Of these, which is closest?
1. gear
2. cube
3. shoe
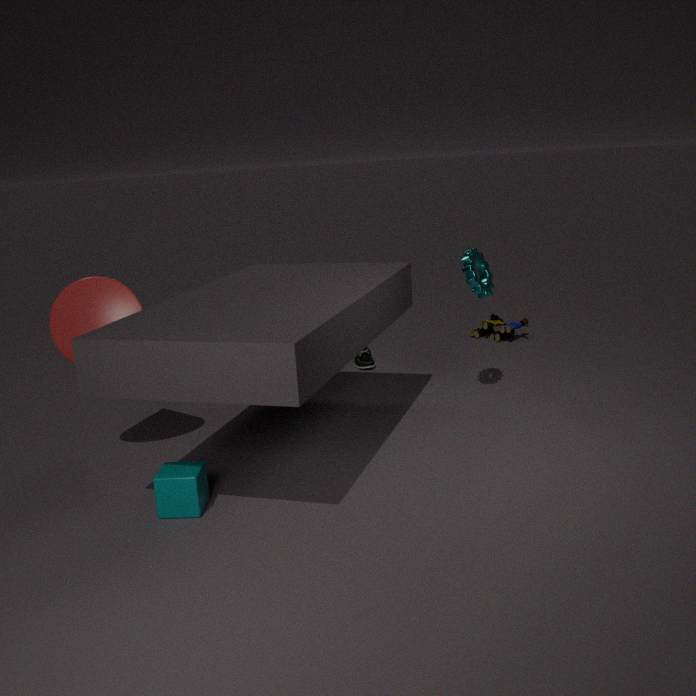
cube
